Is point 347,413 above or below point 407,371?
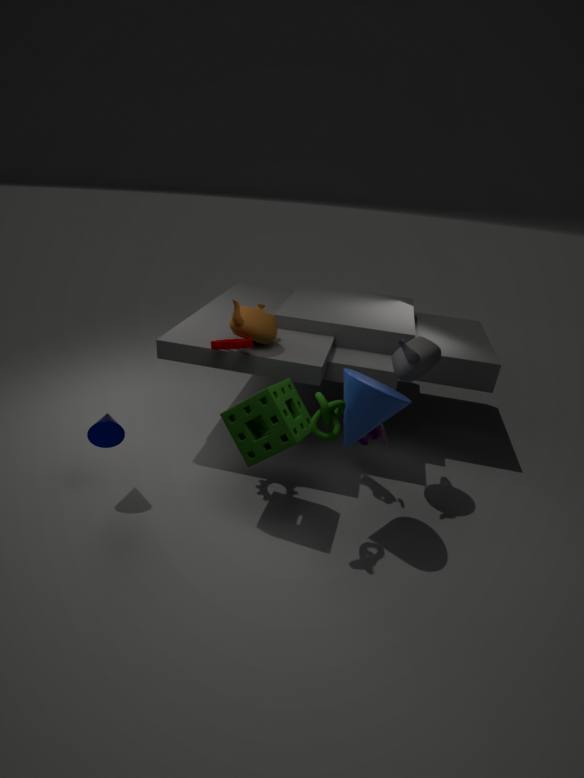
below
